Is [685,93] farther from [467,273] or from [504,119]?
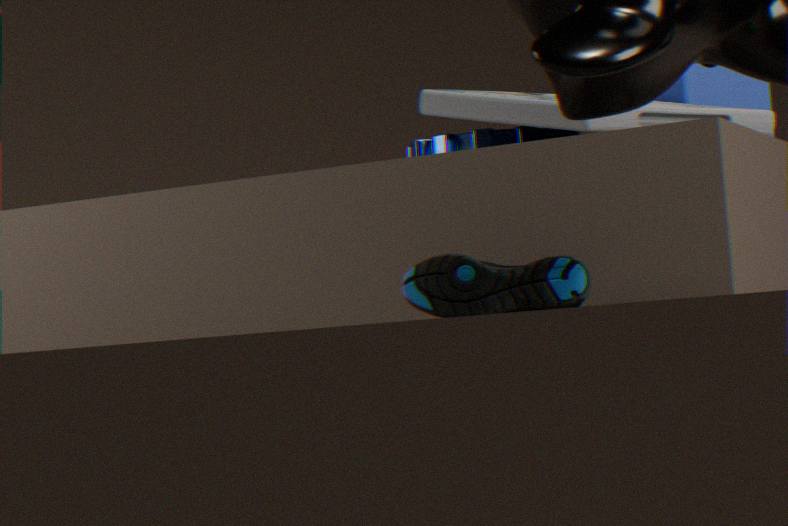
[467,273]
